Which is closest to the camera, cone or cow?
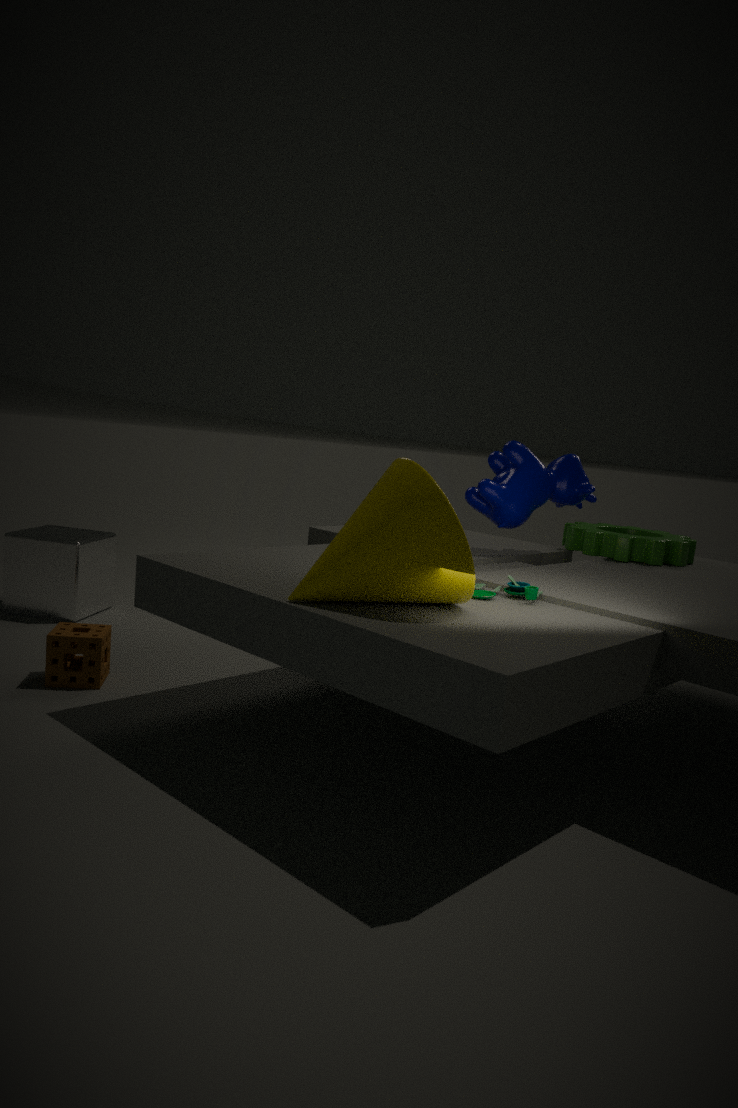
cone
